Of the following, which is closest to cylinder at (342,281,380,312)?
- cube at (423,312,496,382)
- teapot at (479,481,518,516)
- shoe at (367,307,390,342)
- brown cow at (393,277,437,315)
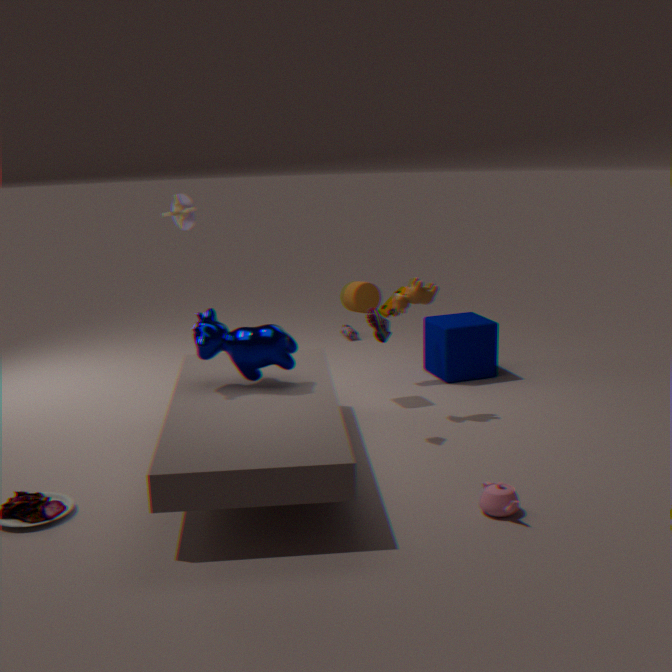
brown cow at (393,277,437,315)
